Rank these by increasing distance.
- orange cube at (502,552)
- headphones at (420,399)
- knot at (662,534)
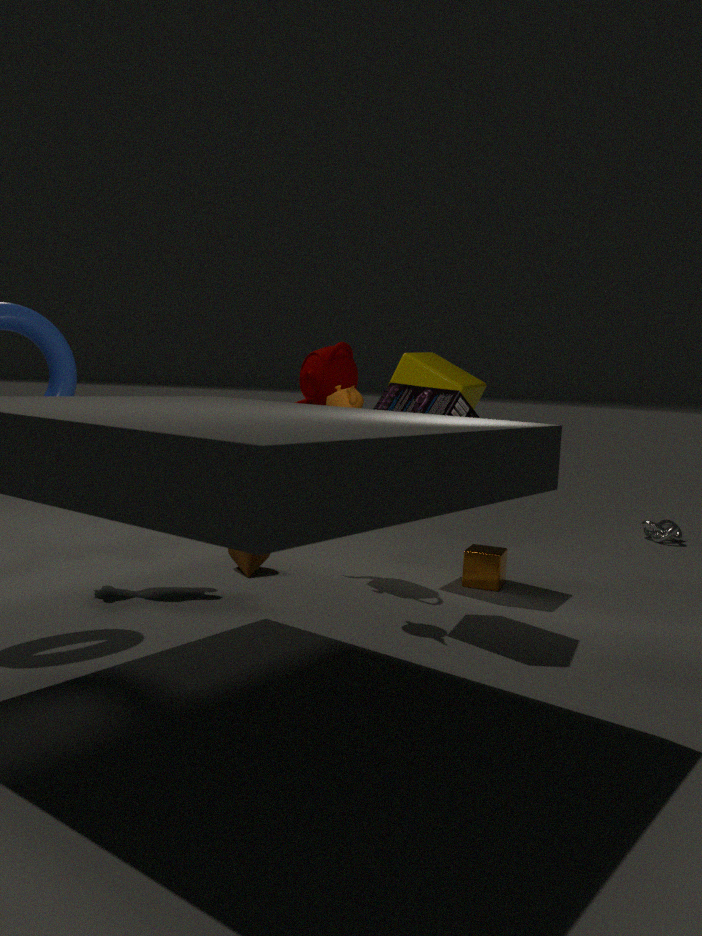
headphones at (420,399) → orange cube at (502,552) → knot at (662,534)
